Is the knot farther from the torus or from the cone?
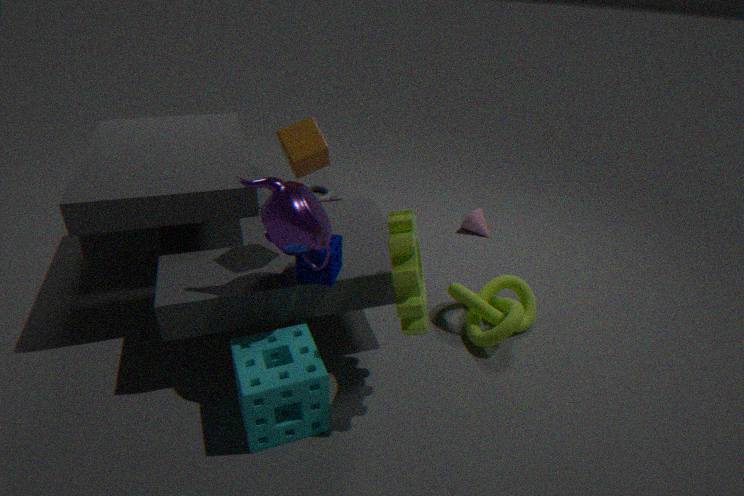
the torus
